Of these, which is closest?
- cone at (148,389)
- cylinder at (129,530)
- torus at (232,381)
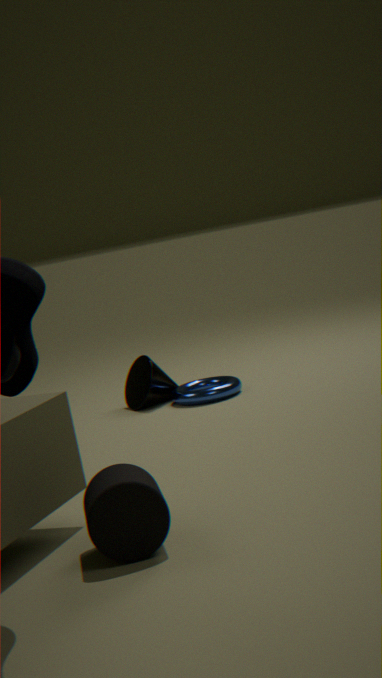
cylinder at (129,530)
